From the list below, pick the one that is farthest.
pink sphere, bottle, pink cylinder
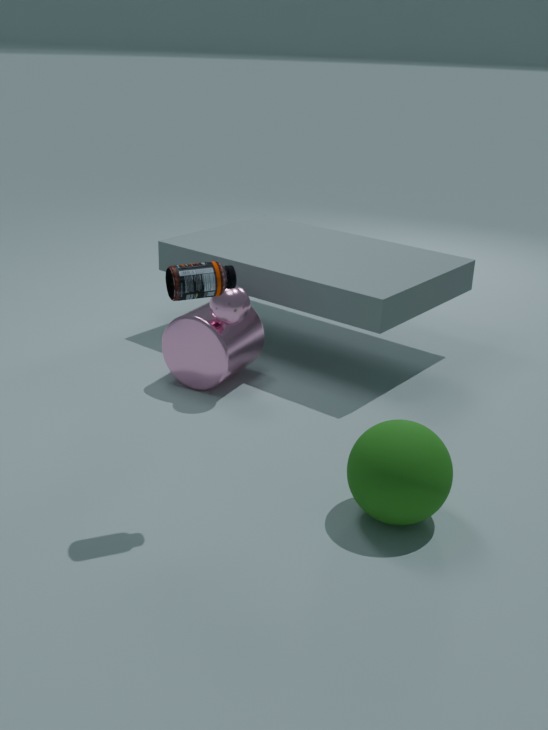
pink cylinder
